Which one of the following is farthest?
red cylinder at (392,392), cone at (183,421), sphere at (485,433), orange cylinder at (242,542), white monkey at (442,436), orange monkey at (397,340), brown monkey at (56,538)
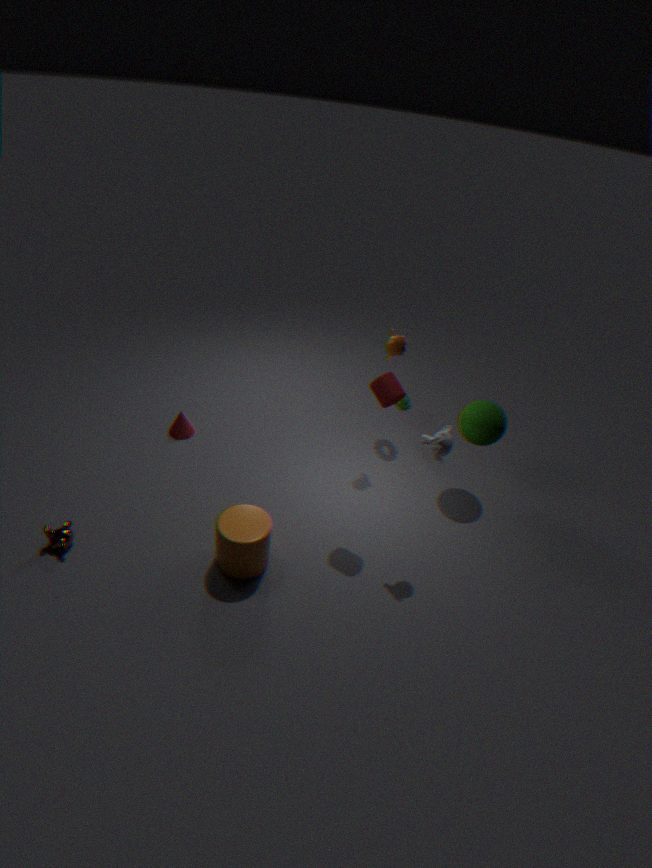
cone at (183,421)
